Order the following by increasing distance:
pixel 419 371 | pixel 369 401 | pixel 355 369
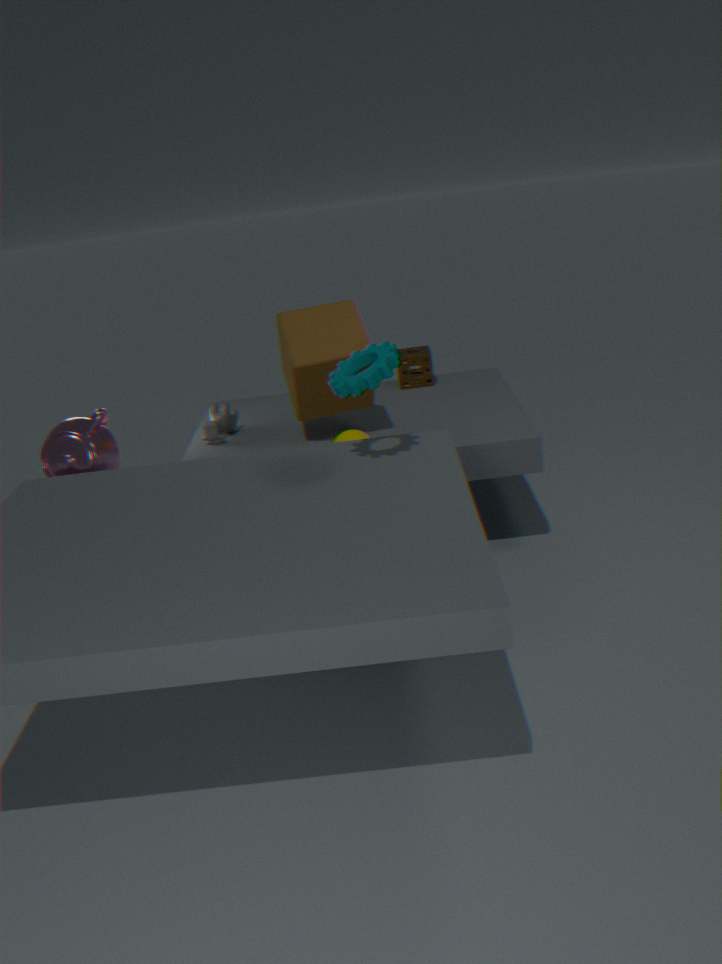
1. pixel 355 369
2. pixel 369 401
3. pixel 419 371
